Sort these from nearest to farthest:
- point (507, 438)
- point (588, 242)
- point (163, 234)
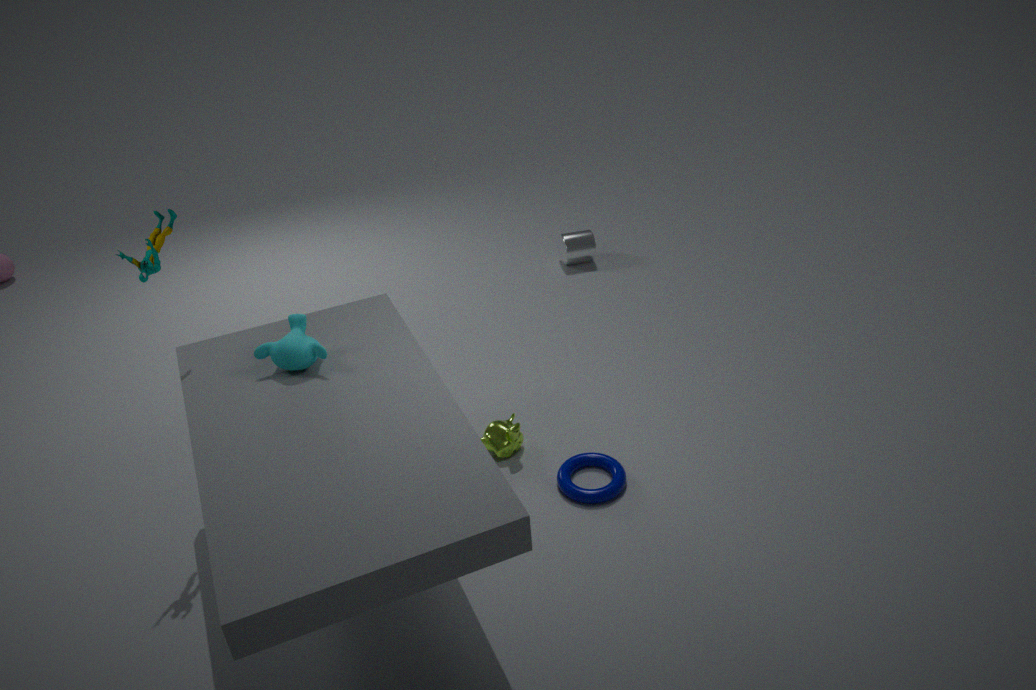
point (163, 234), point (507, 438), point (588, 242)
